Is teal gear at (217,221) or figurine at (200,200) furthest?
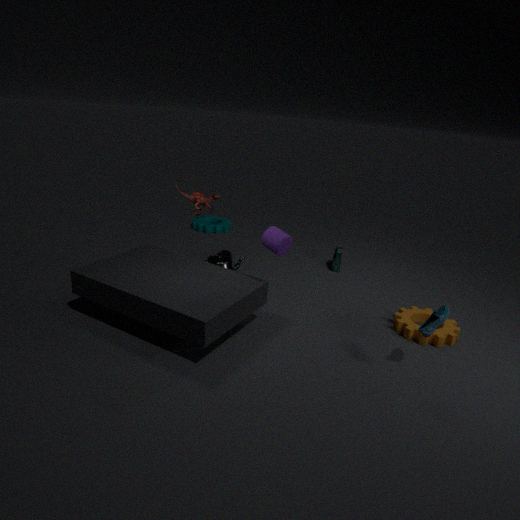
teal gear at (217,221)
